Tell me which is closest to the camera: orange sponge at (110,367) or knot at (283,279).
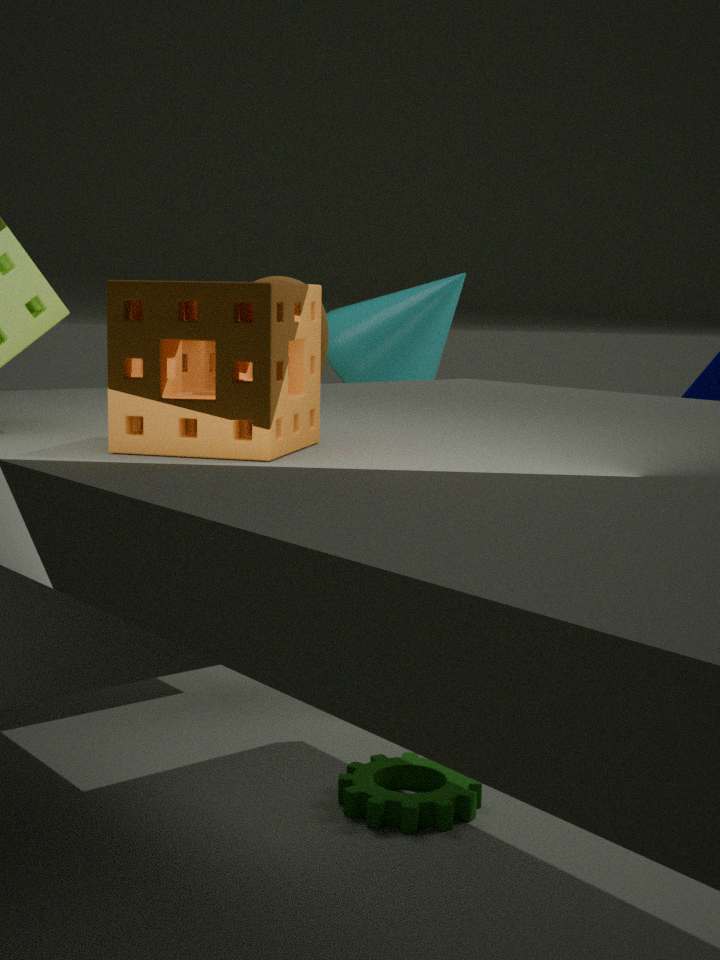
orange sponge at (110,367)
